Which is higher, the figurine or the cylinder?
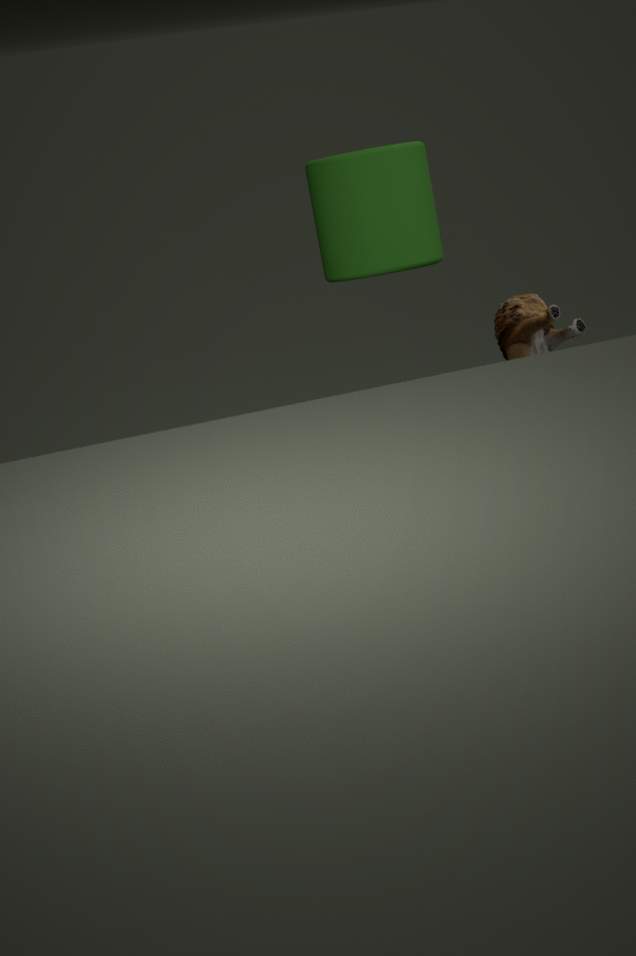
the cylinder
